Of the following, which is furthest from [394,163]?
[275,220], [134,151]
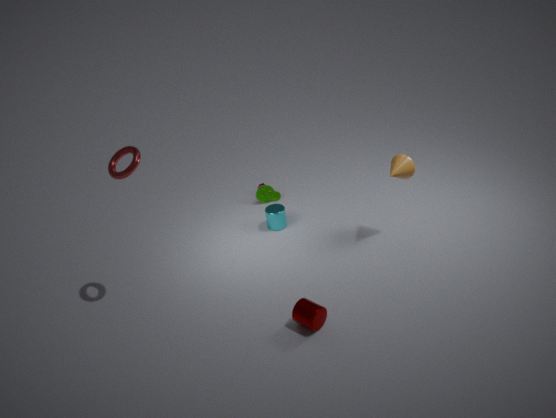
[134,151]
